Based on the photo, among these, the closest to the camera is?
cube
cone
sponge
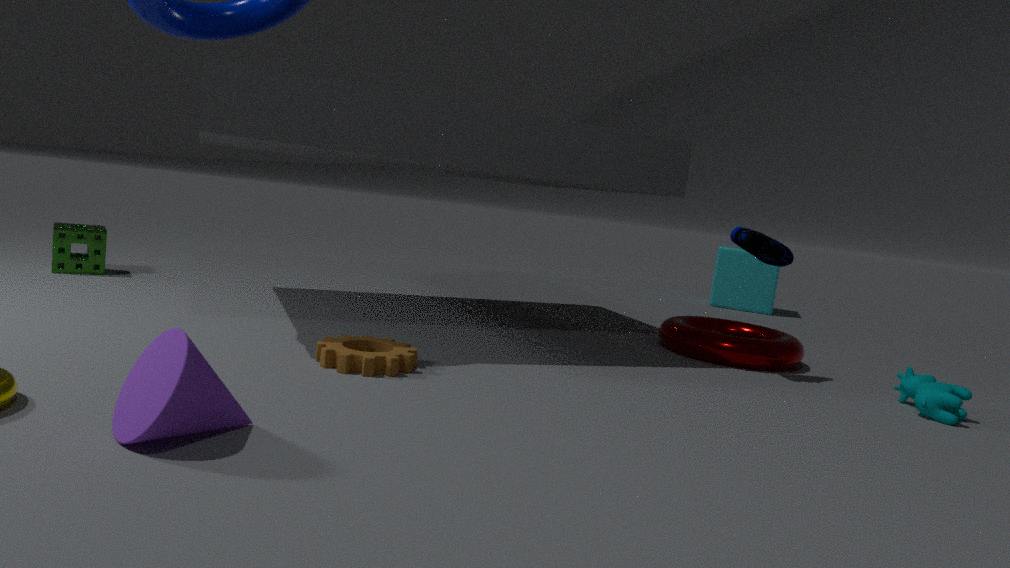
cone
